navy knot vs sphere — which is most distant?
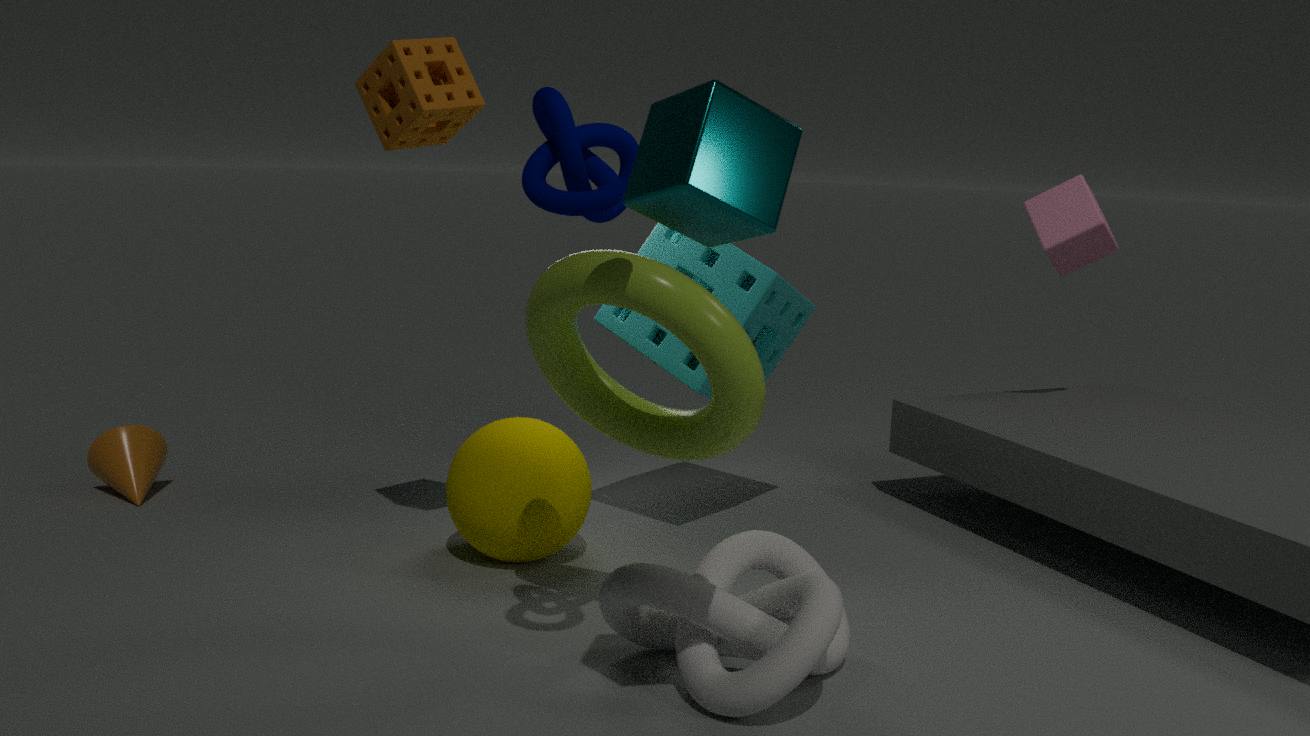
sphere
